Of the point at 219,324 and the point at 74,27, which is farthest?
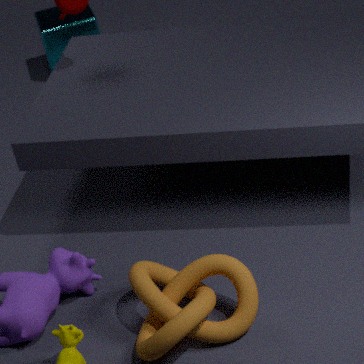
the point at 74,27
